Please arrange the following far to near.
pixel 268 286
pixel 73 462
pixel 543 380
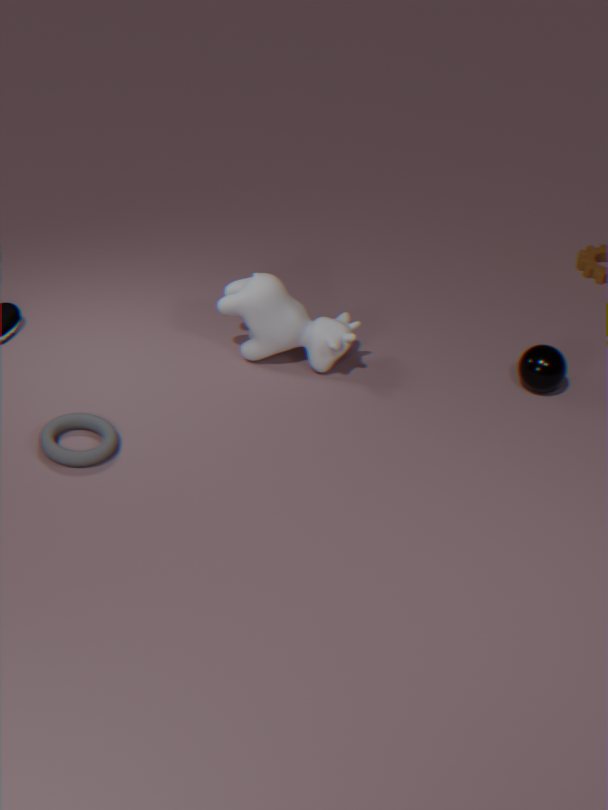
pixel 543 380
pixel 268 286
pixel 73 462
